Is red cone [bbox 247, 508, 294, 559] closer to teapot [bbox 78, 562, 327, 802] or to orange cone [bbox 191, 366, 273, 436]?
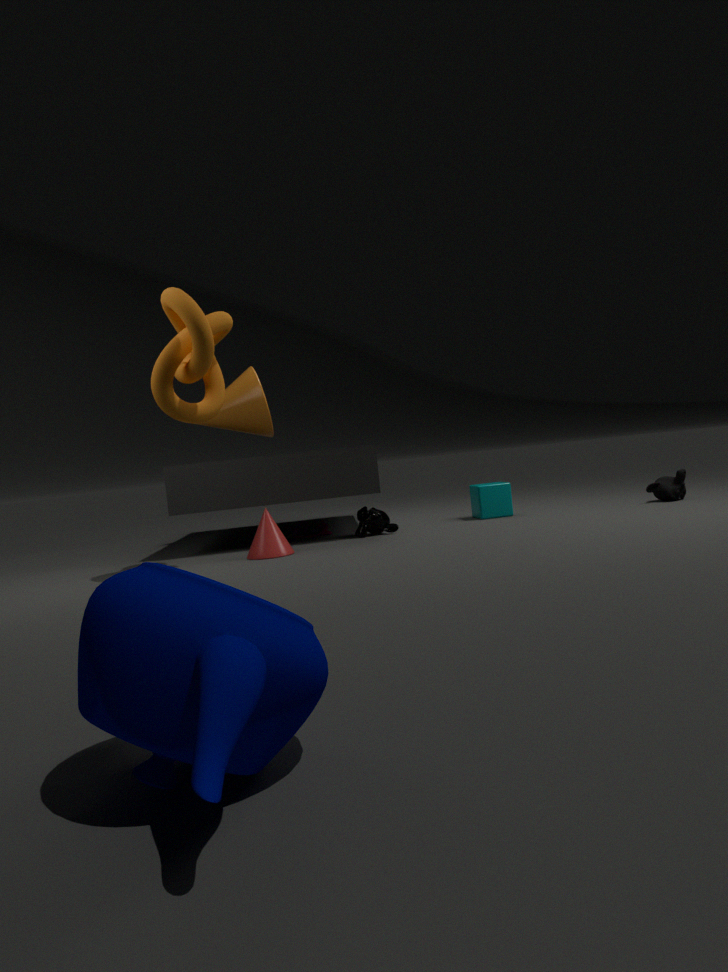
orange cone [bbox 191, 366, 273, 436]
